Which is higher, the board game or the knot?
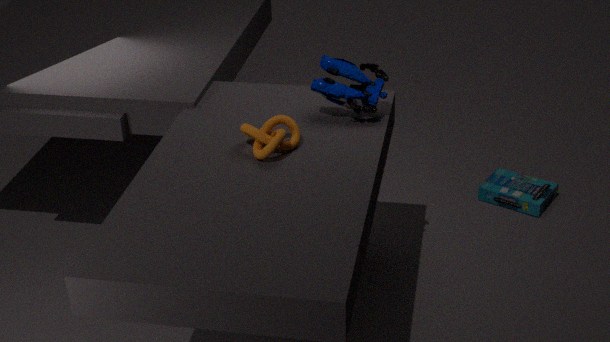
the knot
